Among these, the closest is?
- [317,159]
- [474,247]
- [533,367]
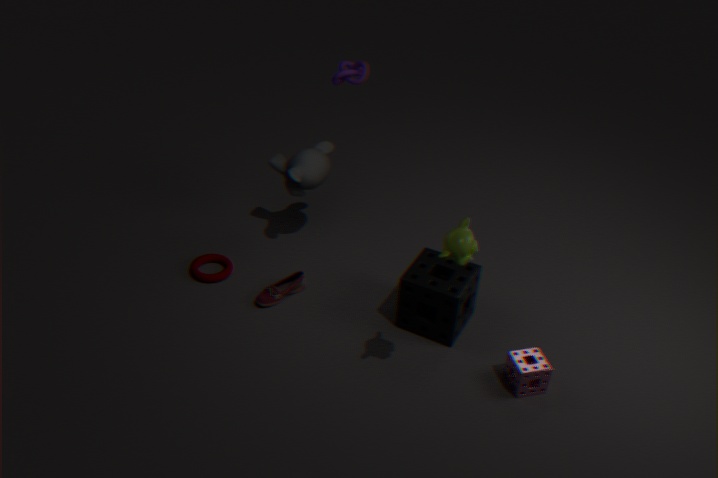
[474,247]
